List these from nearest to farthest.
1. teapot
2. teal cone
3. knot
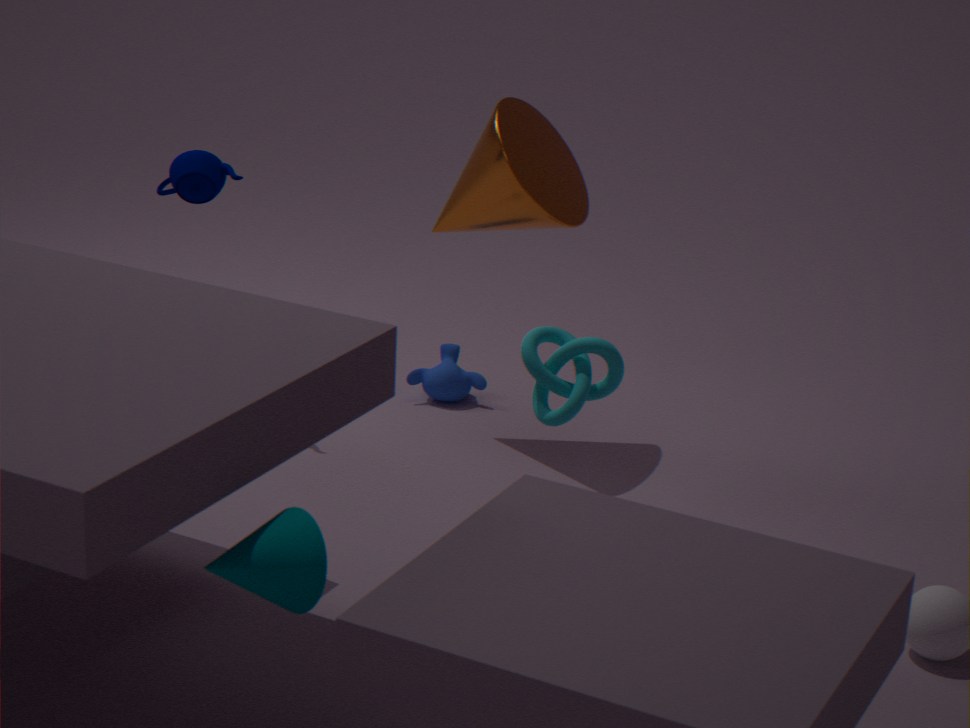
teal cone < knot < teapot
